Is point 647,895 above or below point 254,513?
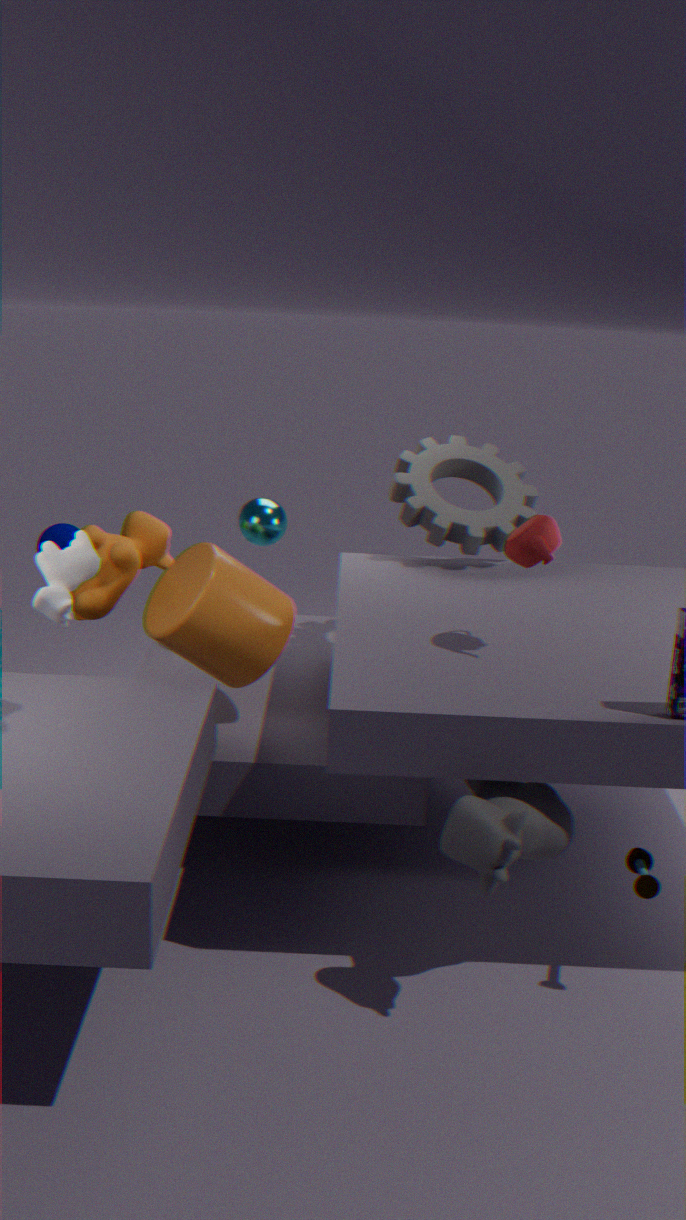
below
